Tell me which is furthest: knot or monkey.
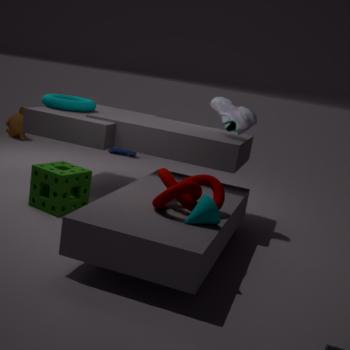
A: monkey
